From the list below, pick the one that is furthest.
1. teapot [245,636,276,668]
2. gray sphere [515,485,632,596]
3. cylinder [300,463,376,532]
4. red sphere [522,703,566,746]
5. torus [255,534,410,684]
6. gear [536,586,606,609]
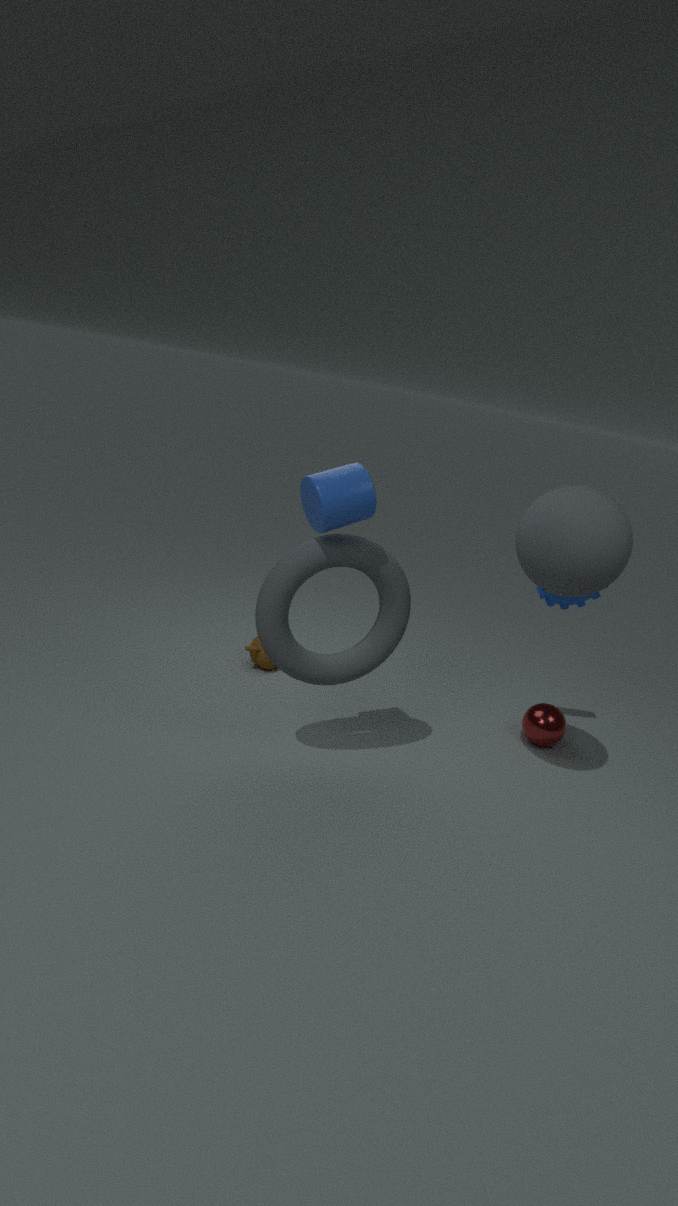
teapot [245,636,276,668]
